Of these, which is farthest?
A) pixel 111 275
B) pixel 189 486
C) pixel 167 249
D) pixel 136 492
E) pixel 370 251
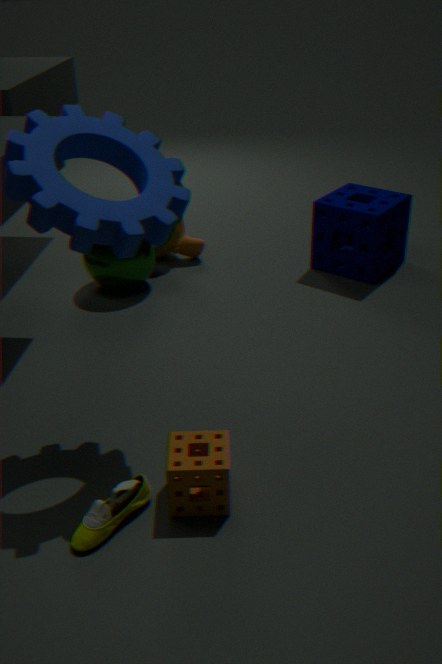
pixel 167 249
